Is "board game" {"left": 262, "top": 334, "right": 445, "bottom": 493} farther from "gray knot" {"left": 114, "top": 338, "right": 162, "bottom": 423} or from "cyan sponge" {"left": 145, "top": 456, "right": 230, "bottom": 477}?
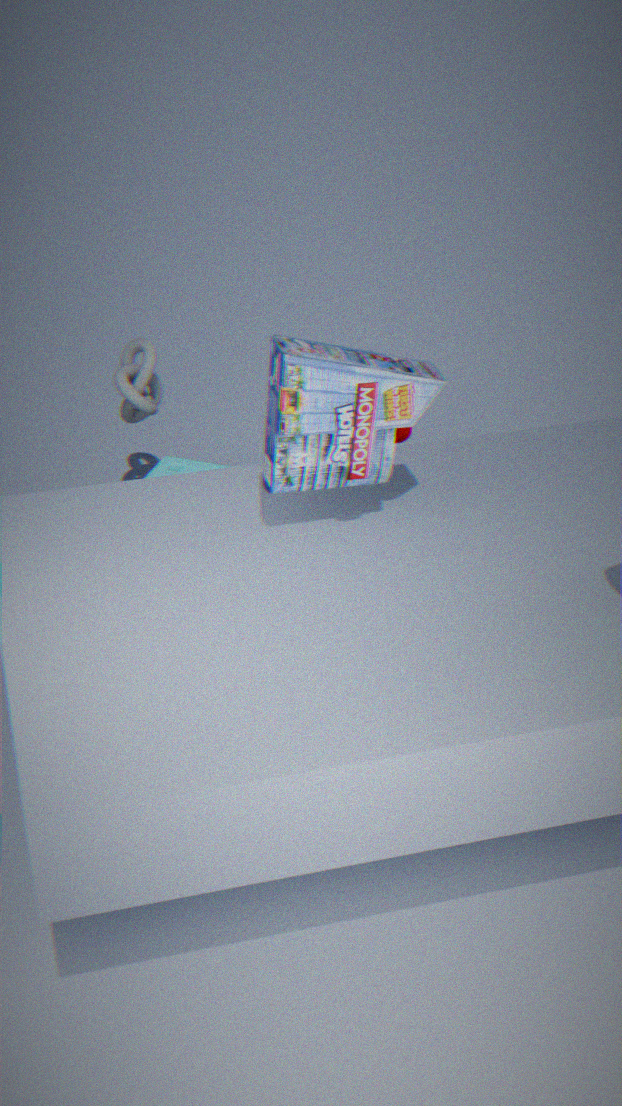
"gray knot" {"left": 114, "top": 338, "right": 162, "bottom": 423}
